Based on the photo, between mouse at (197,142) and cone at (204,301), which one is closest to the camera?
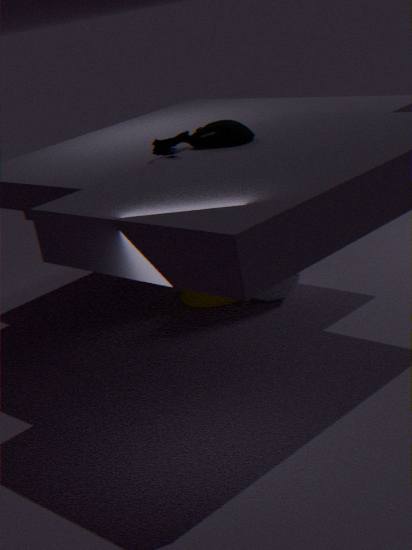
mouse at (197,142)
